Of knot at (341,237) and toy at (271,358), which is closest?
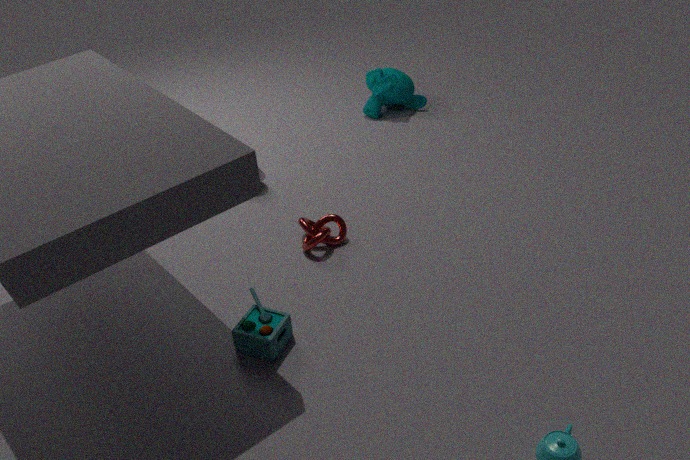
toy at (271,358)
